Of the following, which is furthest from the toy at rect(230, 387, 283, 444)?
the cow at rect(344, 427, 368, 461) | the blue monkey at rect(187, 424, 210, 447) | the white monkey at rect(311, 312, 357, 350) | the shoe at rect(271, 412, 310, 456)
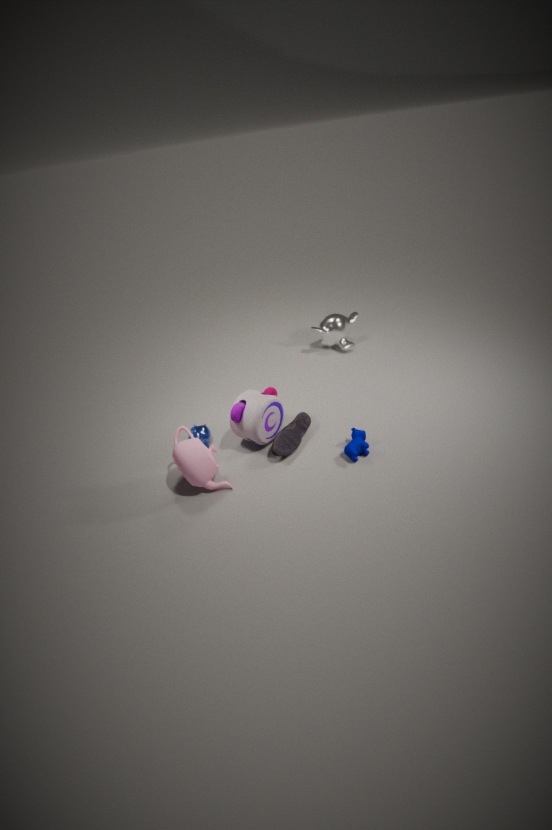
the white monkey at rect(311, 312, 357, 350)
